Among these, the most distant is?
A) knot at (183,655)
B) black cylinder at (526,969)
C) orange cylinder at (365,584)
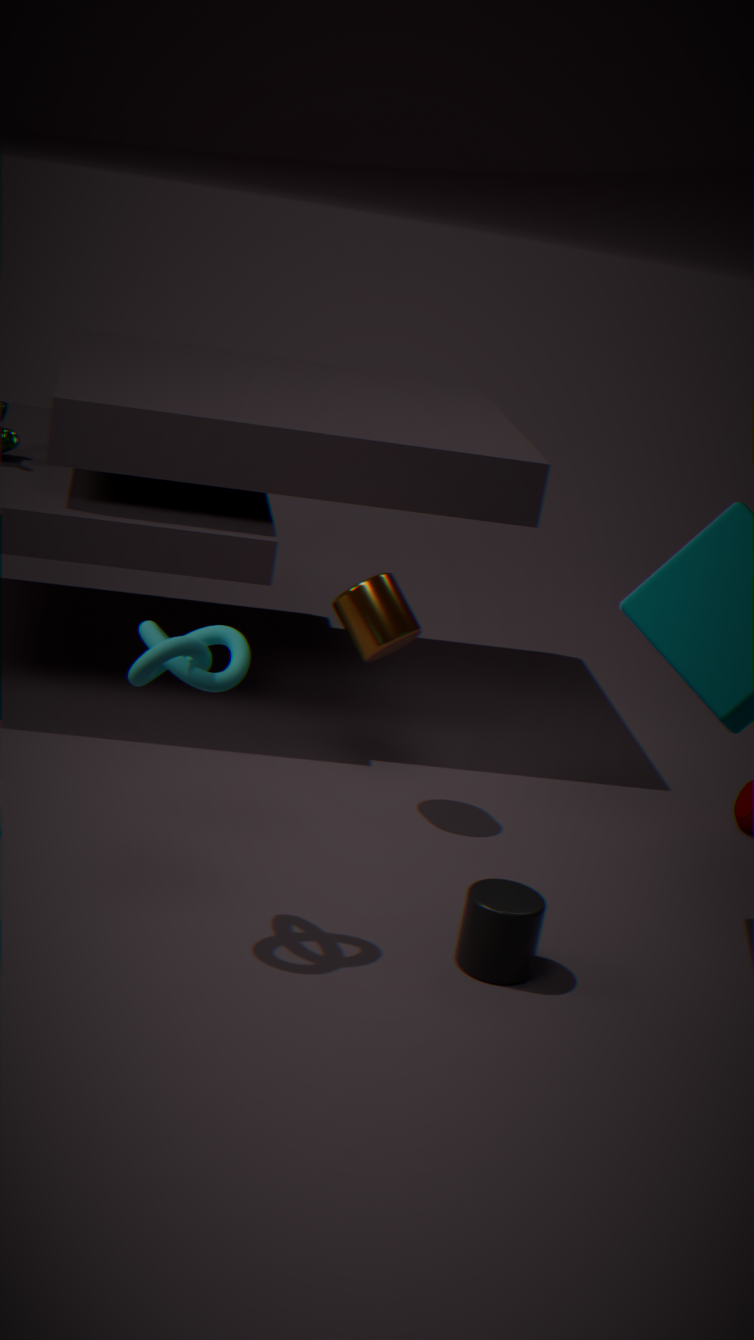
orange cylinder at (365,584)
